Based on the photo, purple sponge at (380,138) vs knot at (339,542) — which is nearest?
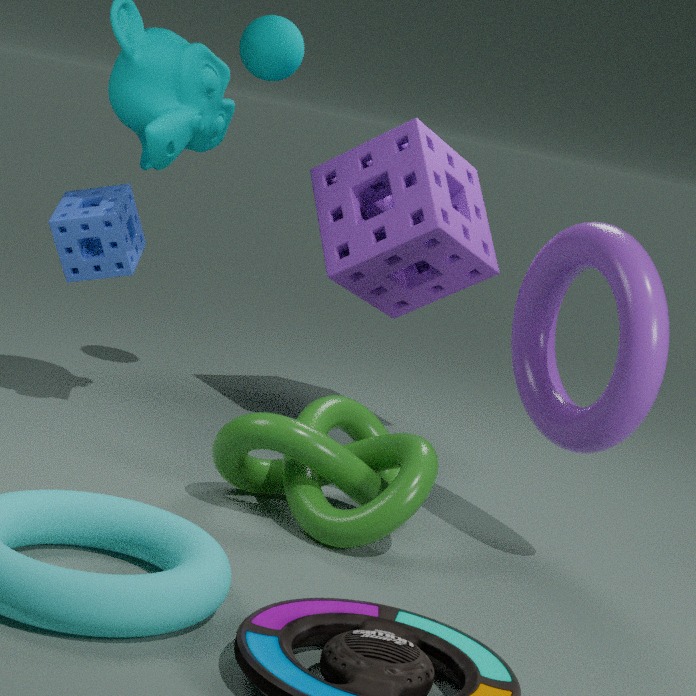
knot at (339,542)
